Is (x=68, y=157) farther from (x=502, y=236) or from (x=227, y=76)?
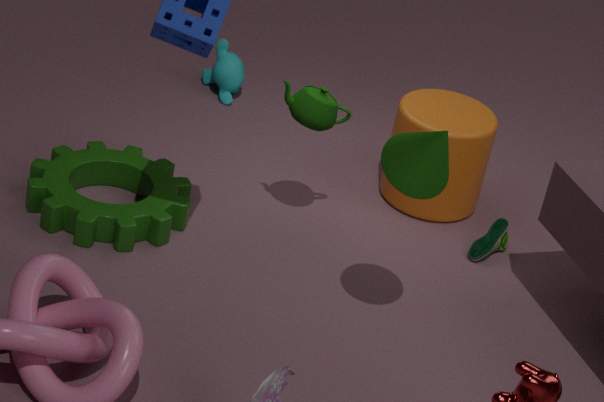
(x=502, y=236)
